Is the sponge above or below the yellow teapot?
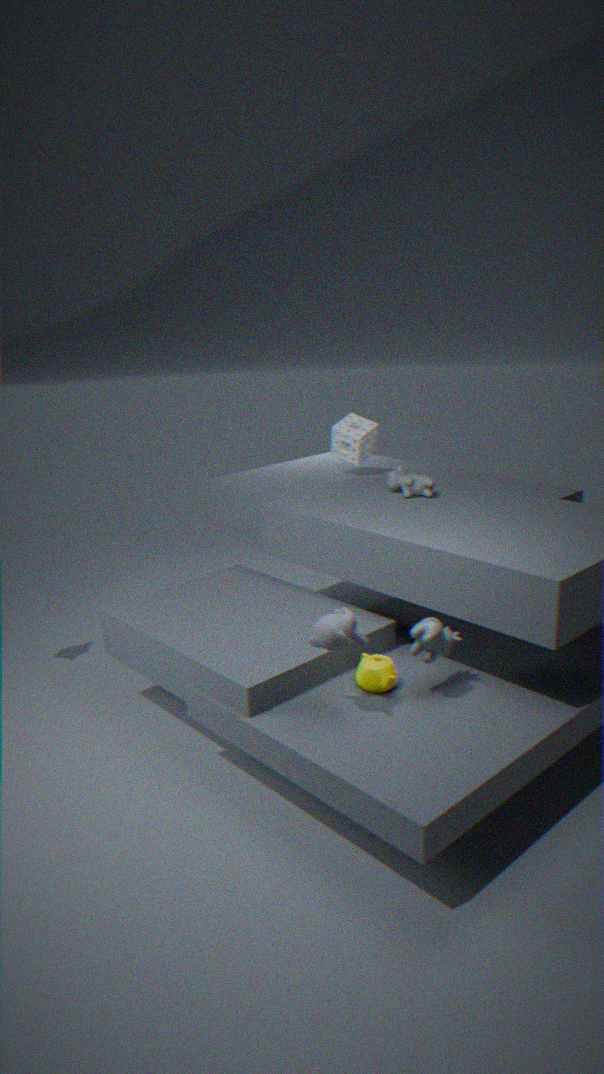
above
